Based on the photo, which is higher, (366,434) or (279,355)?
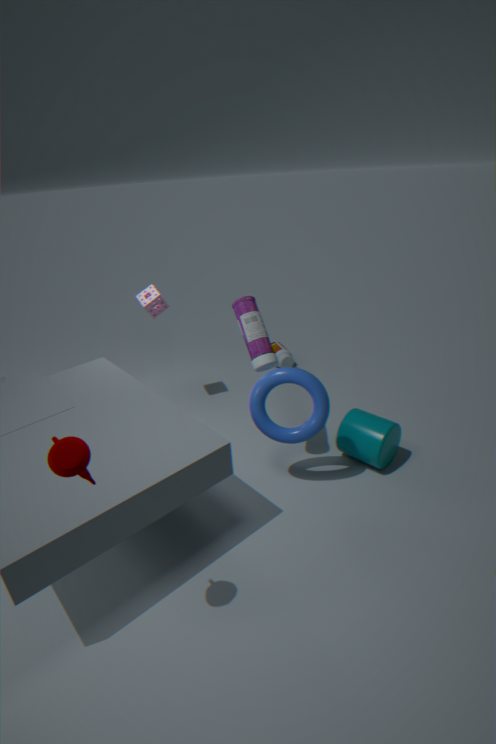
(366,434)
